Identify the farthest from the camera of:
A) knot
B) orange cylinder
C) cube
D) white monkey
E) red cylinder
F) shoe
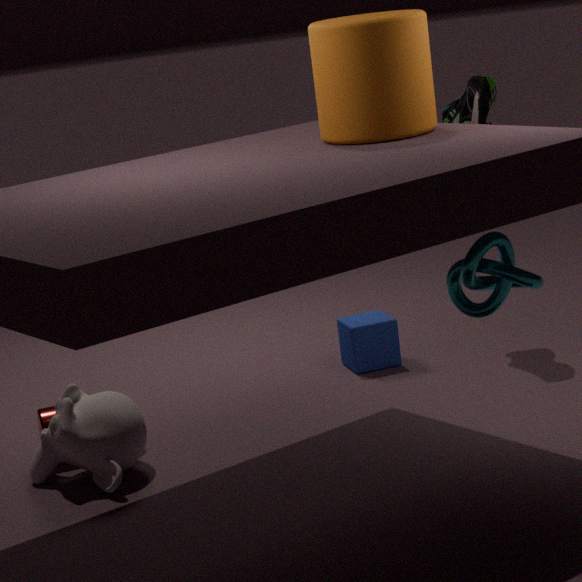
cube
